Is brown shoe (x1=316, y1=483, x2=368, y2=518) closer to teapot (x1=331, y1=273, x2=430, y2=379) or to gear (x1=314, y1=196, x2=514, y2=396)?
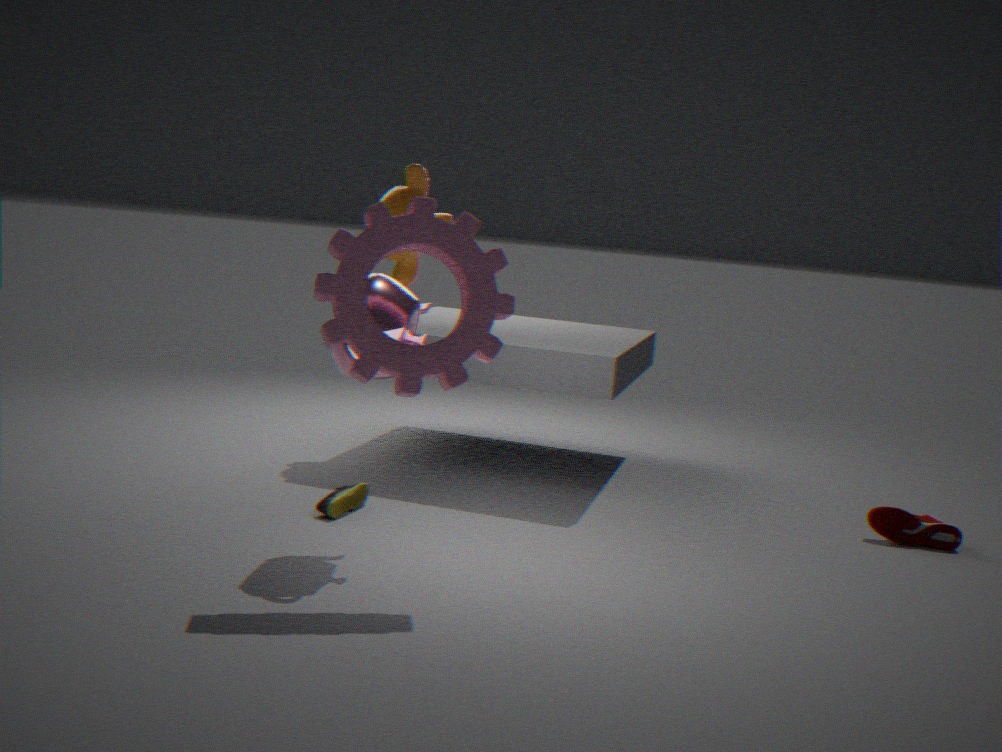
teapot (x1=331, y1=273, x2=430, y2=379)
